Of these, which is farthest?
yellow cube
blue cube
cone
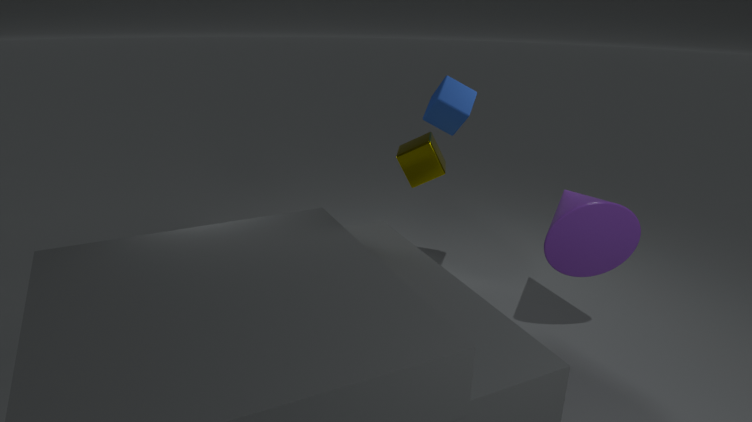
blue cube
